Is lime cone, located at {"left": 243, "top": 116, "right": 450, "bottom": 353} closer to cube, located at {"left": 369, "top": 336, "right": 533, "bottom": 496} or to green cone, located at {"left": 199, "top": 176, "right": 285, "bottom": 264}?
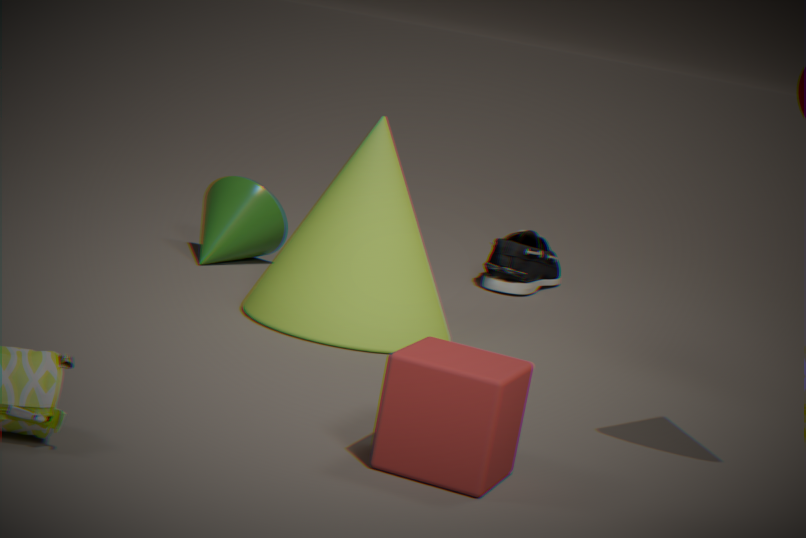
green cone, located at {"left": 199, "top": 176, "right": 285, "bottom": 264}
